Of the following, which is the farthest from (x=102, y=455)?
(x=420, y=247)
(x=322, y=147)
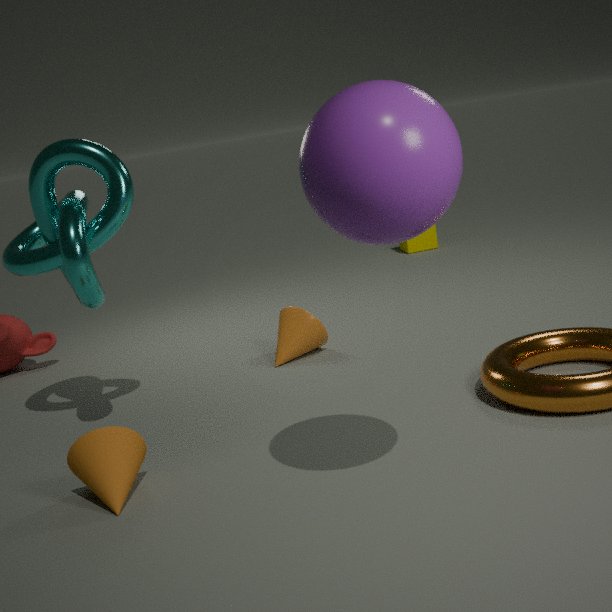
(x=420, y=247)
